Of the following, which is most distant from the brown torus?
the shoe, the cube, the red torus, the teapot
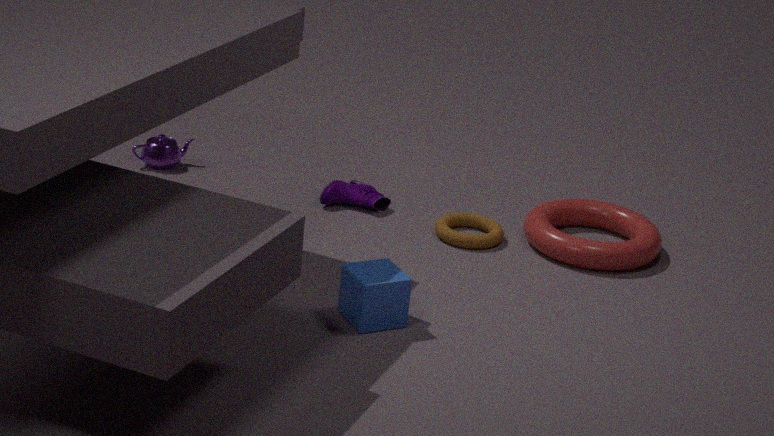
the teapot
